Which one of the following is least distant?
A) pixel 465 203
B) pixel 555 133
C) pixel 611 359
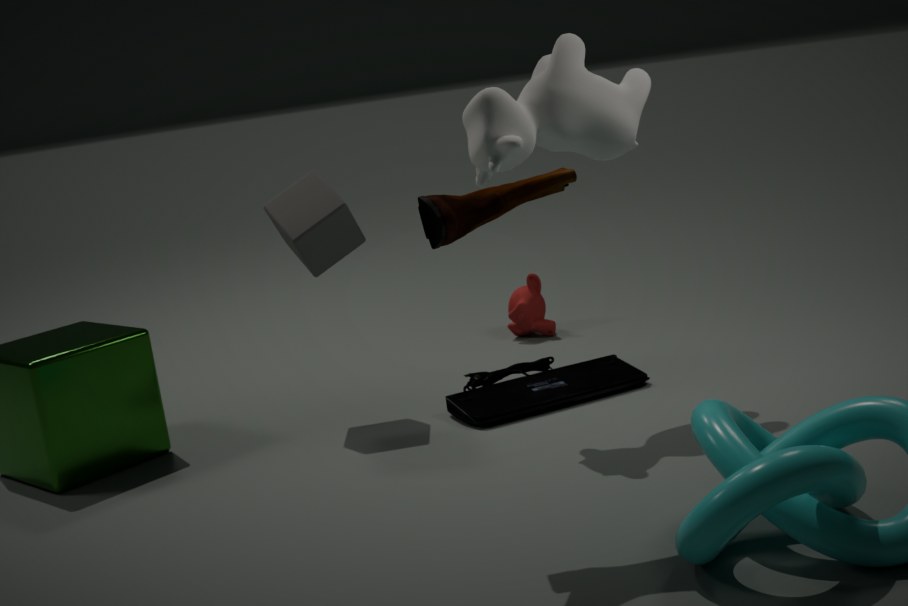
pixel 465 203
